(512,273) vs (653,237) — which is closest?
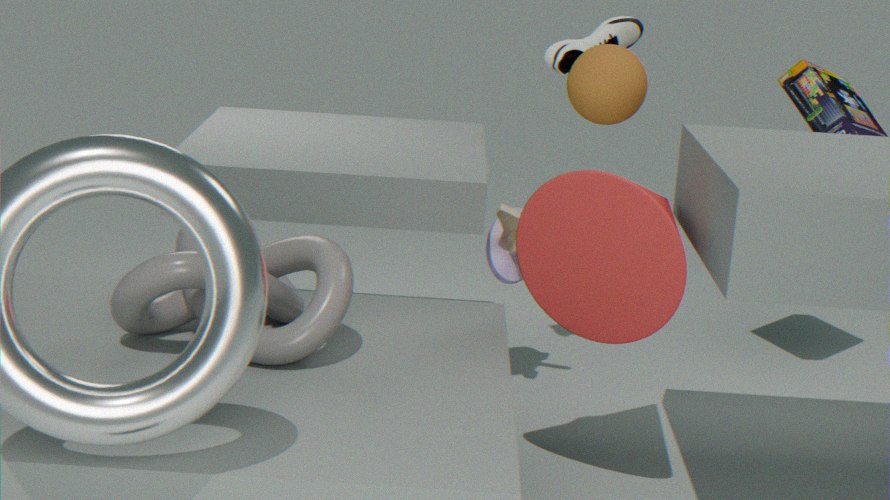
(653,237)
